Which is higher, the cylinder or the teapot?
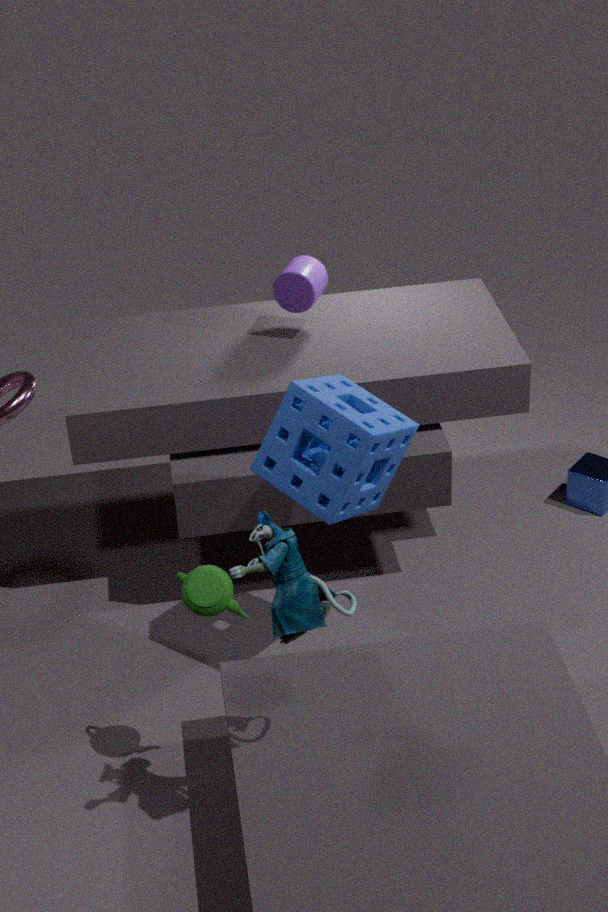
the cylinder
